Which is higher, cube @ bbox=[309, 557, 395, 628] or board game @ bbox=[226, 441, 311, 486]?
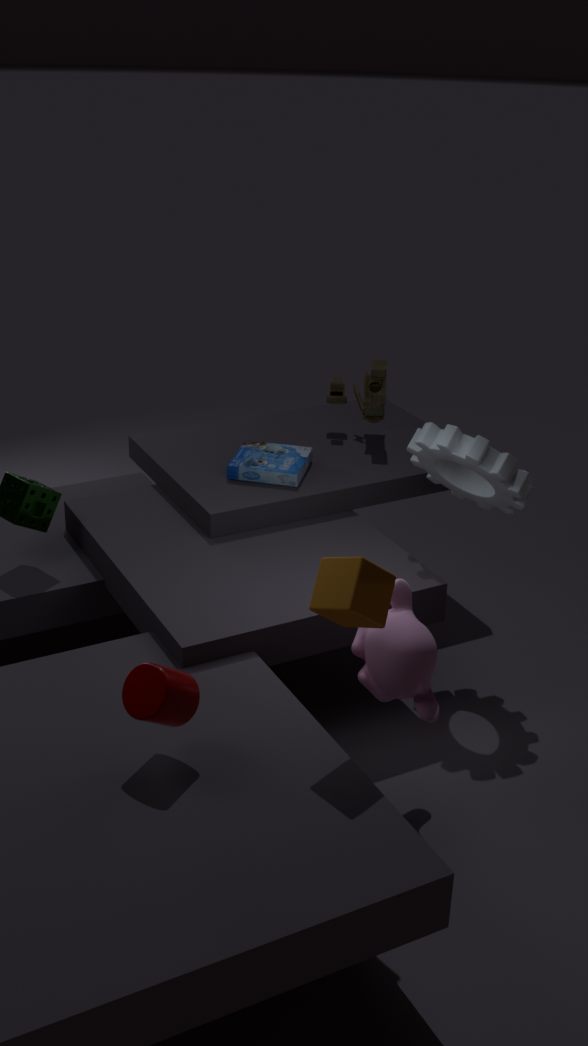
cube @ bbox=[309, 557, 395, 628]
